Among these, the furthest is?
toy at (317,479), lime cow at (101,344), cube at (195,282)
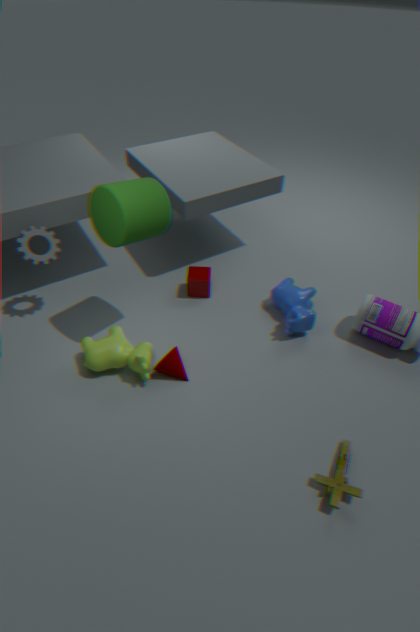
cube at (195,282)
